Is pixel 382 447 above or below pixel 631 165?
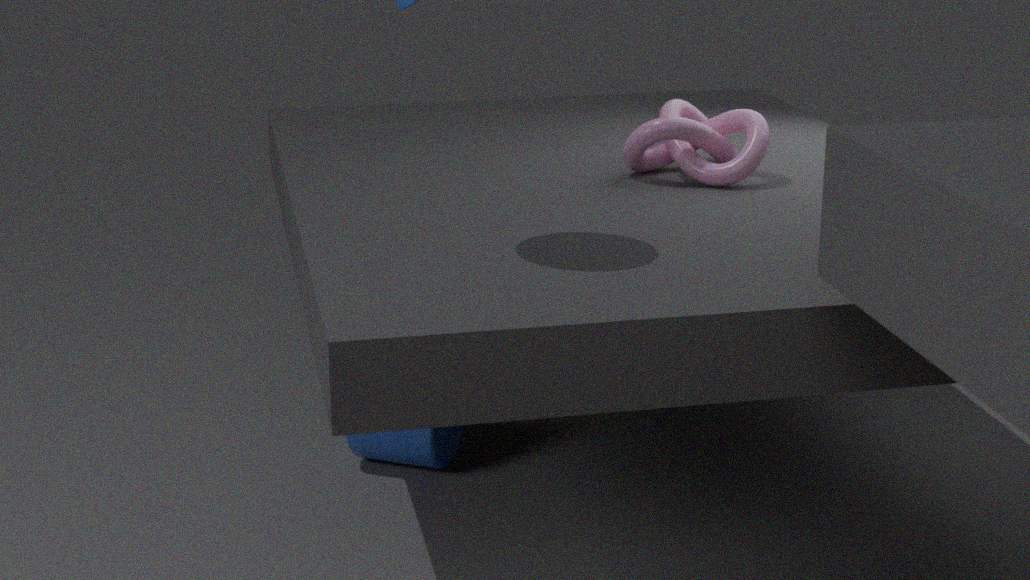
below
